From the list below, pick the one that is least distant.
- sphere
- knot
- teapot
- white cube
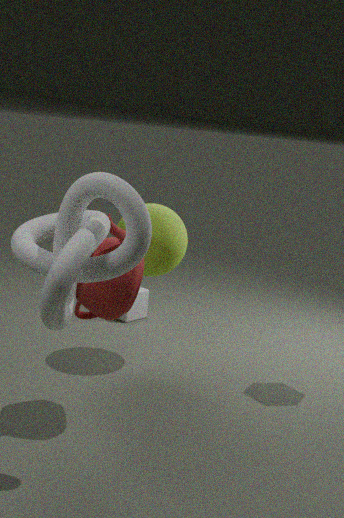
knot
